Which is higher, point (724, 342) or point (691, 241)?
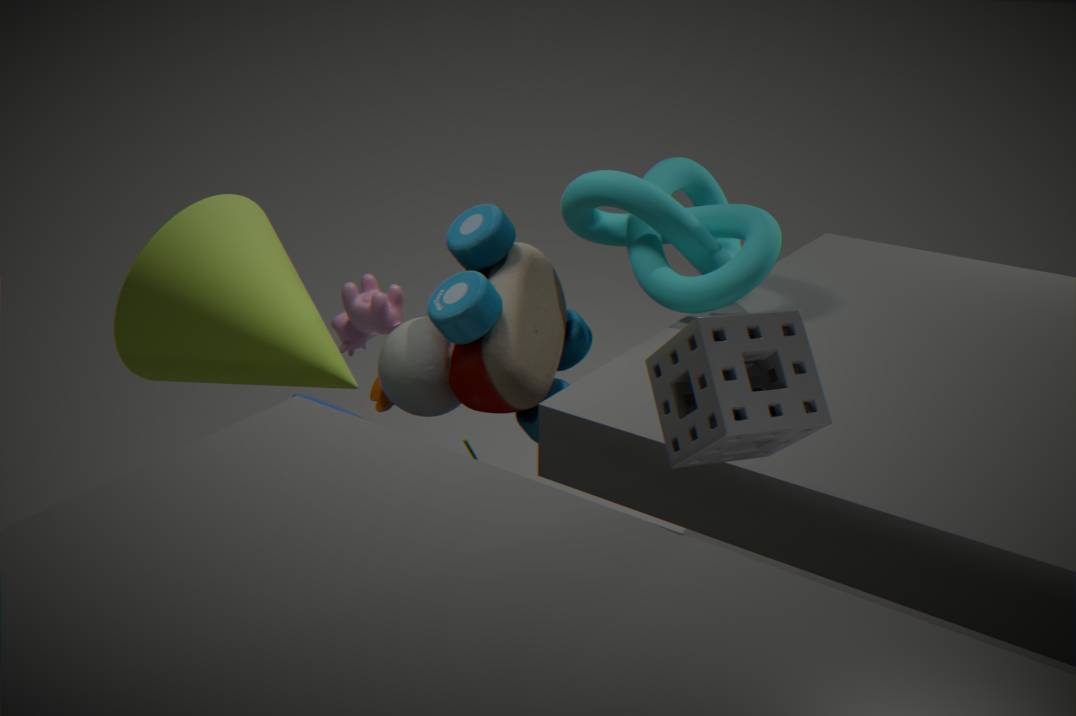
point (724, 342)
